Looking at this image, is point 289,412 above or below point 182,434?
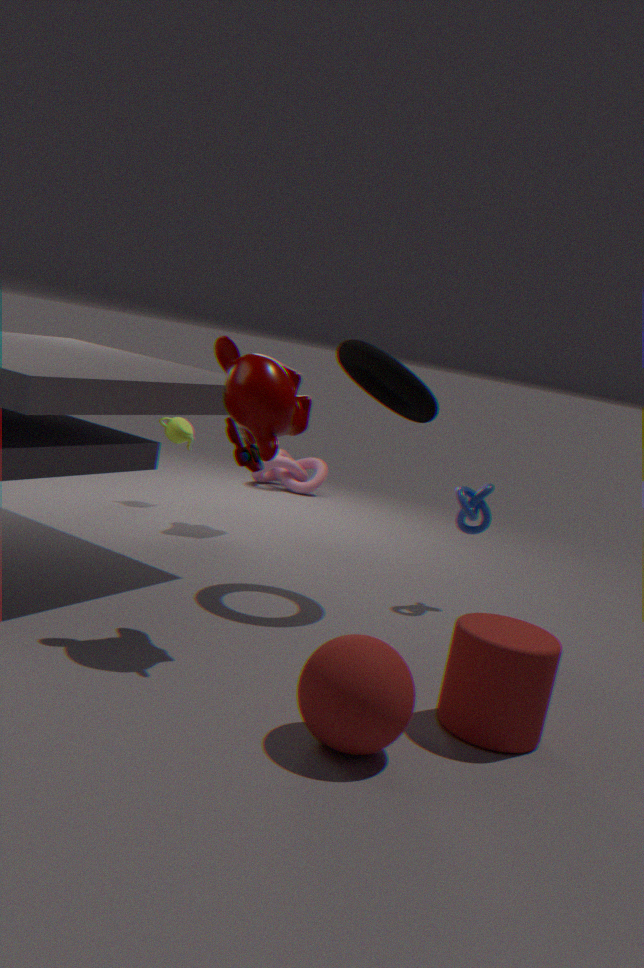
above
